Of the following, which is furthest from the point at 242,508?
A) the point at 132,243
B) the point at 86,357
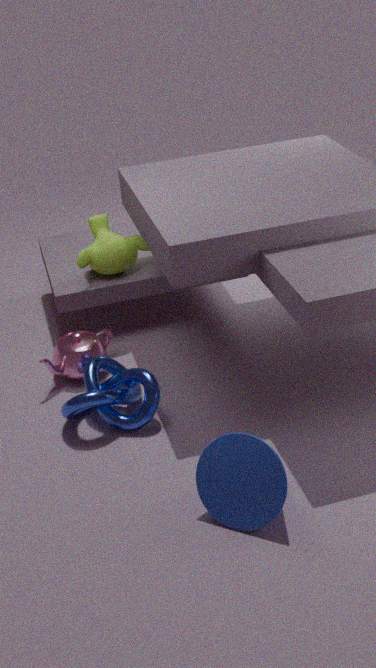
the point at 132,243
